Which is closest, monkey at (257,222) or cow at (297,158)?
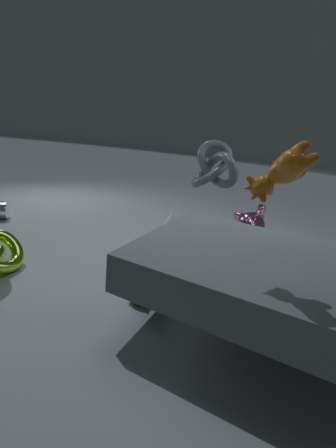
cow at (297,158)
